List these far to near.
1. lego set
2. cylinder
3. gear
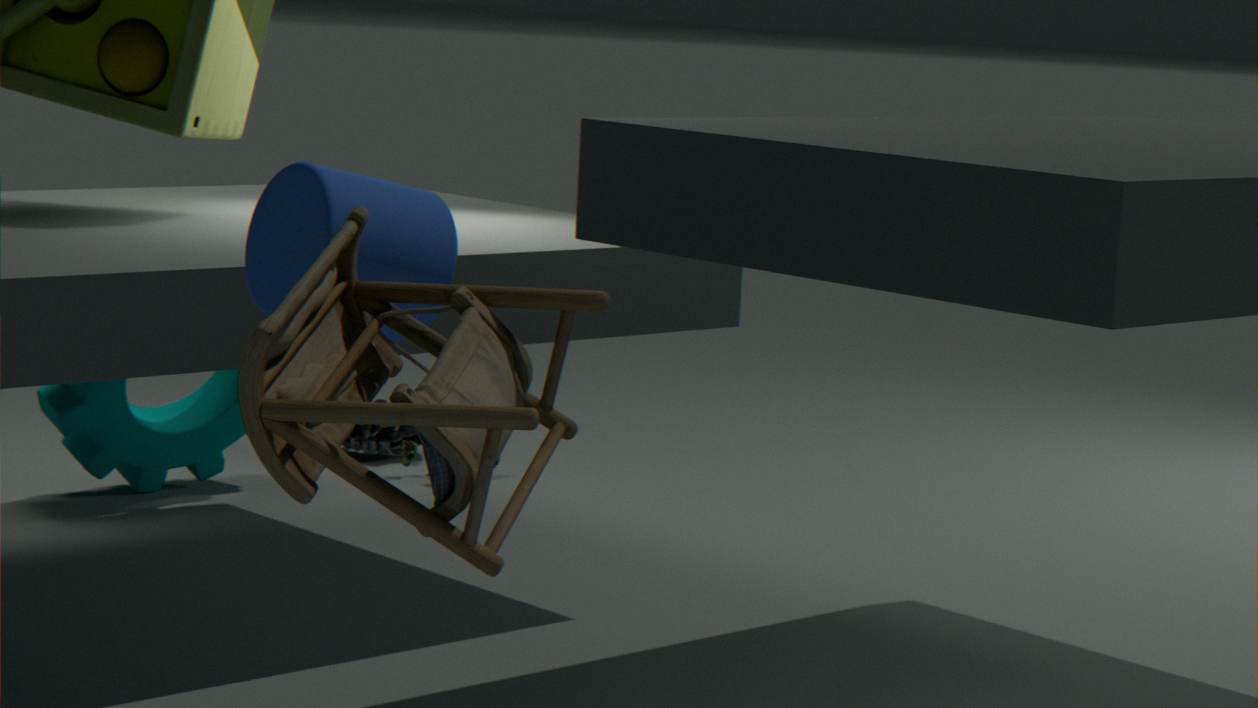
lego set, gear, cylinder
